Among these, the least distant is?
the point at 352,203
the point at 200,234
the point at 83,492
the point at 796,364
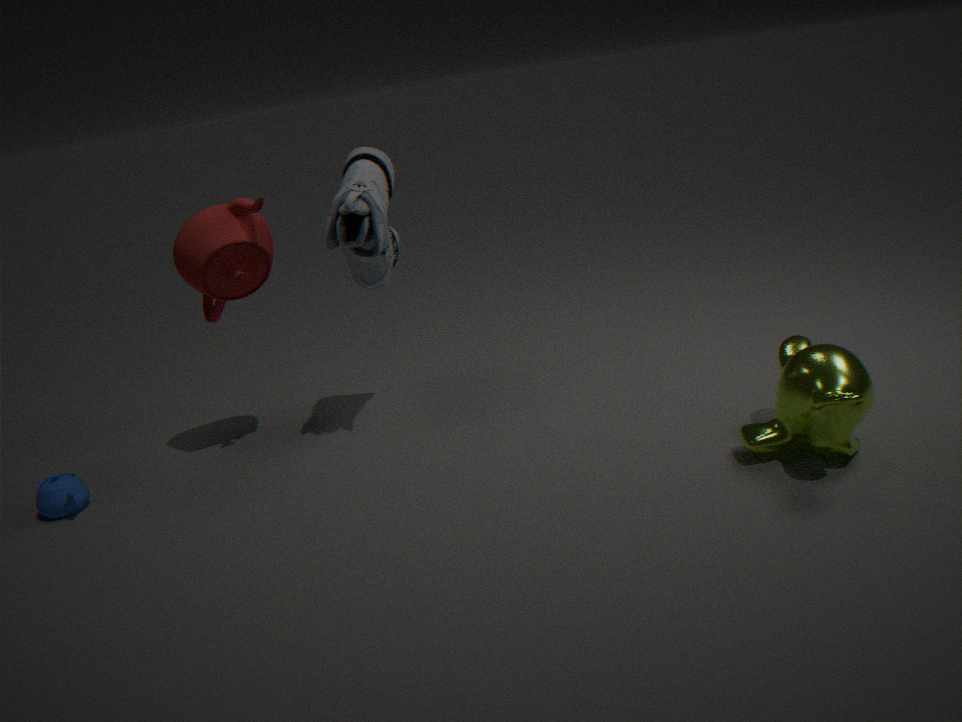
the point at 796,364
